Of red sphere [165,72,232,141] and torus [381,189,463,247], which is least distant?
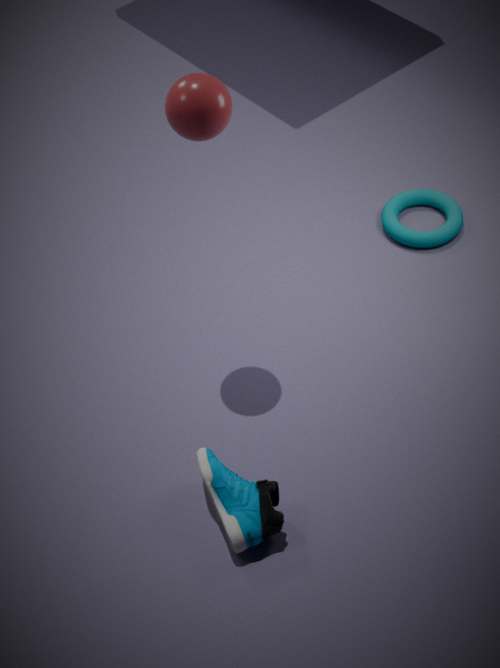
red sphere [165,72,232,141]
